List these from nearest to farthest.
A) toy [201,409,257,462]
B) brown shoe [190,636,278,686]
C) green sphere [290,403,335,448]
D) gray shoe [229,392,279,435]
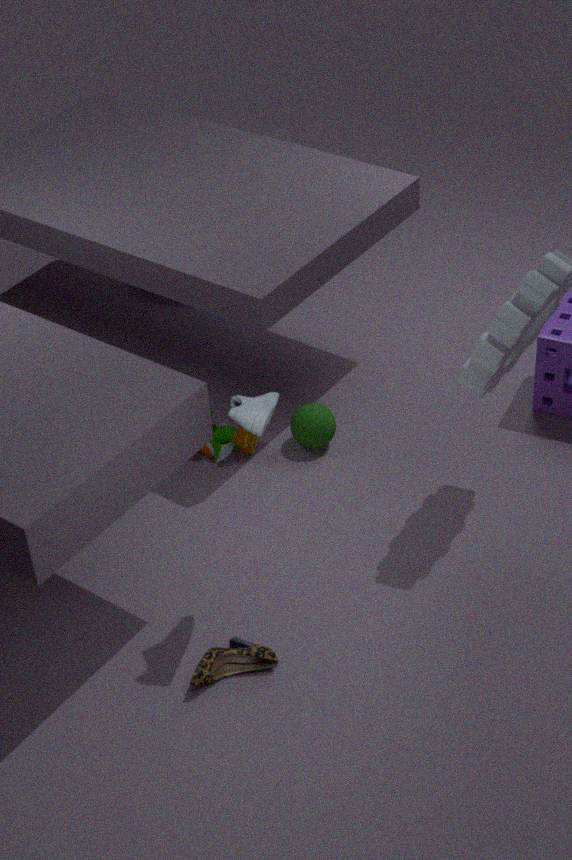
gray shoe [229,392,279,435] < brown shoe [190,636,278,686] < toy [201,409,257,462] < green sphere [290,403,335,448]
